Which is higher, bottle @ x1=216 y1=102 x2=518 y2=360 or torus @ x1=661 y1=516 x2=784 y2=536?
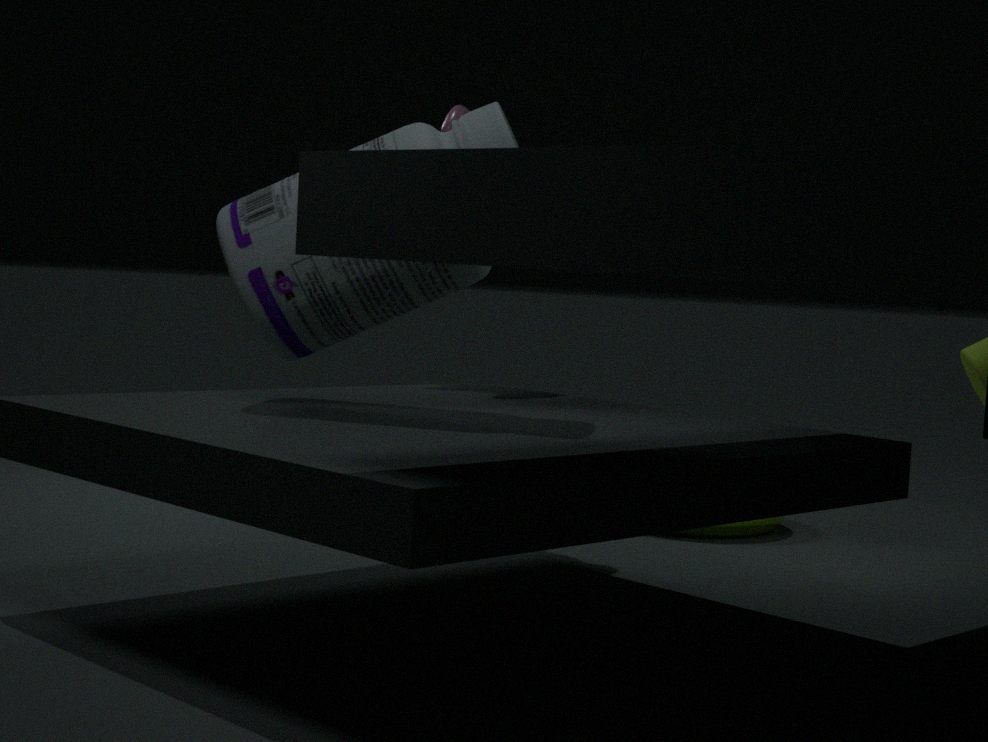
bottle @ x1=216 y1=102 x2=518 y2=360
